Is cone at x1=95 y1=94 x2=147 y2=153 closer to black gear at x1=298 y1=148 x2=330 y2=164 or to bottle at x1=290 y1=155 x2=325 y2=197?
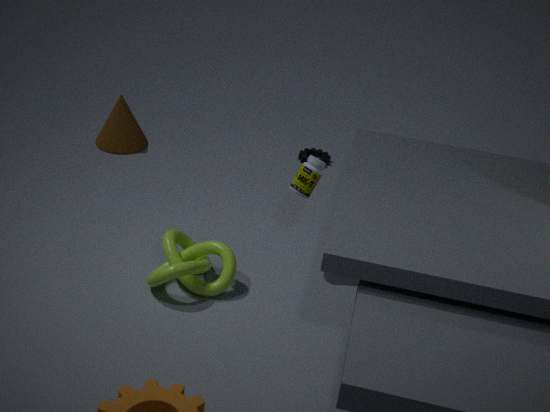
black gear at x1=298 y1=148 x2=330 y2=164
